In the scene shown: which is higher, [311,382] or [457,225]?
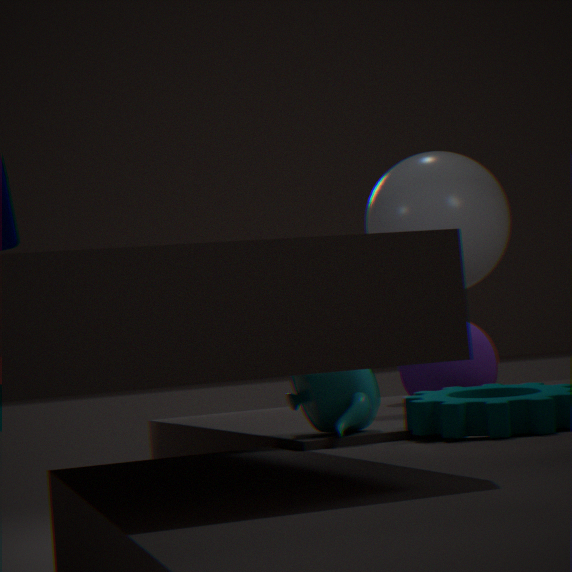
[457,225]
